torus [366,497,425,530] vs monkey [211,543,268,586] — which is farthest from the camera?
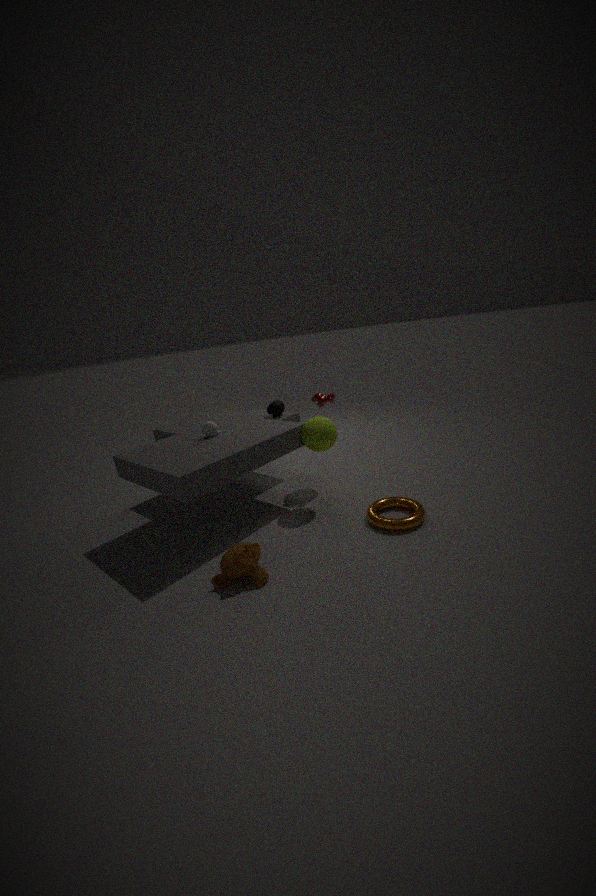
torus [366,497,425,530]
